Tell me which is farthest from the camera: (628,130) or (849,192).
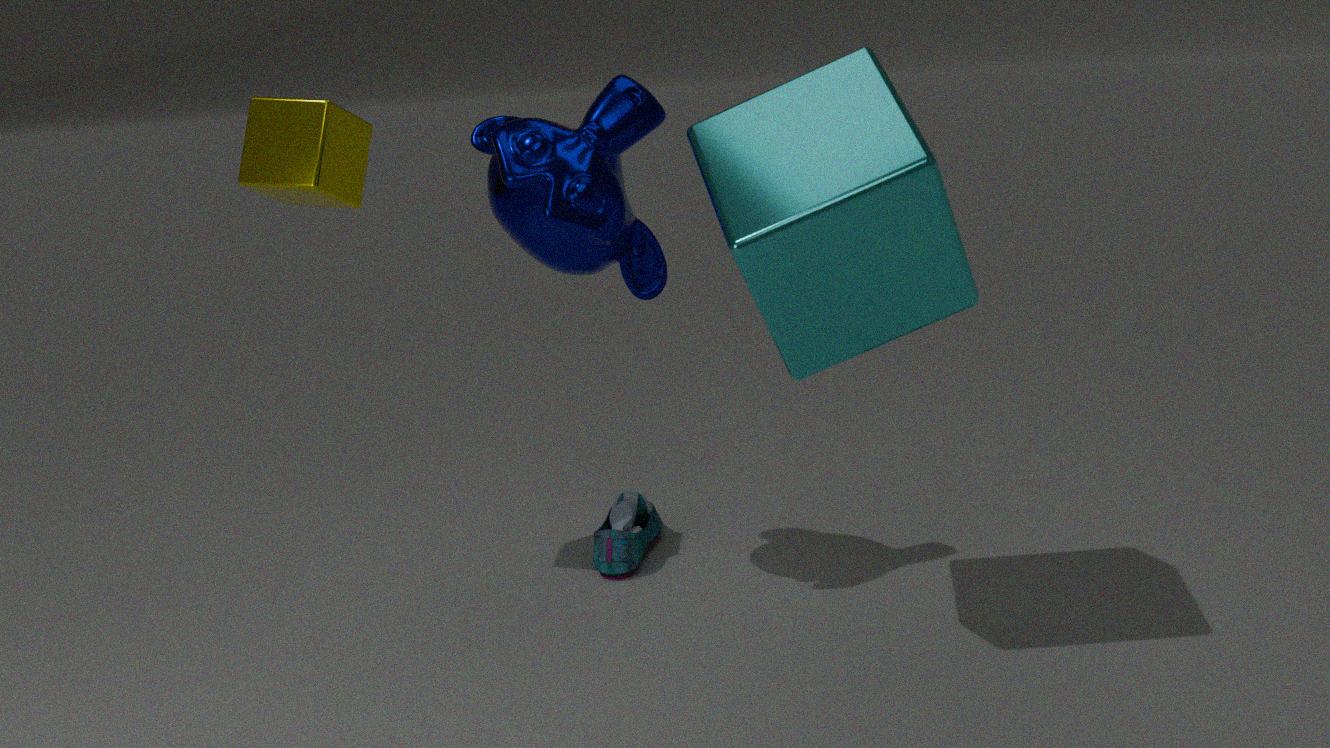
(628,130)
